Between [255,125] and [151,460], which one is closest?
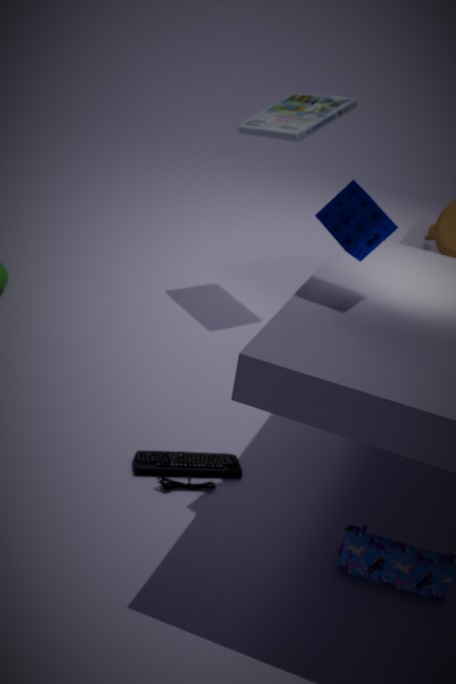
[151,460]
